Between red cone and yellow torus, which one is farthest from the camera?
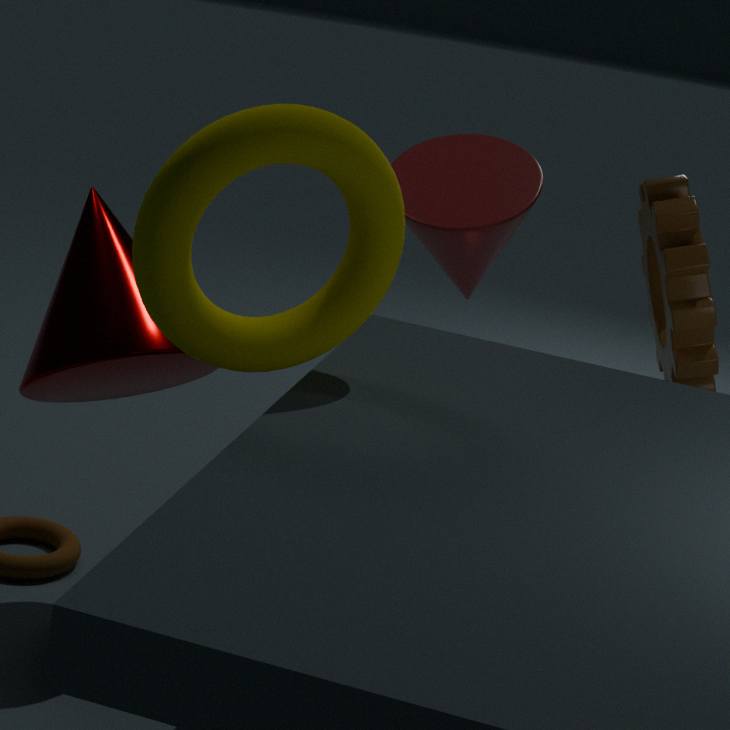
red cone
